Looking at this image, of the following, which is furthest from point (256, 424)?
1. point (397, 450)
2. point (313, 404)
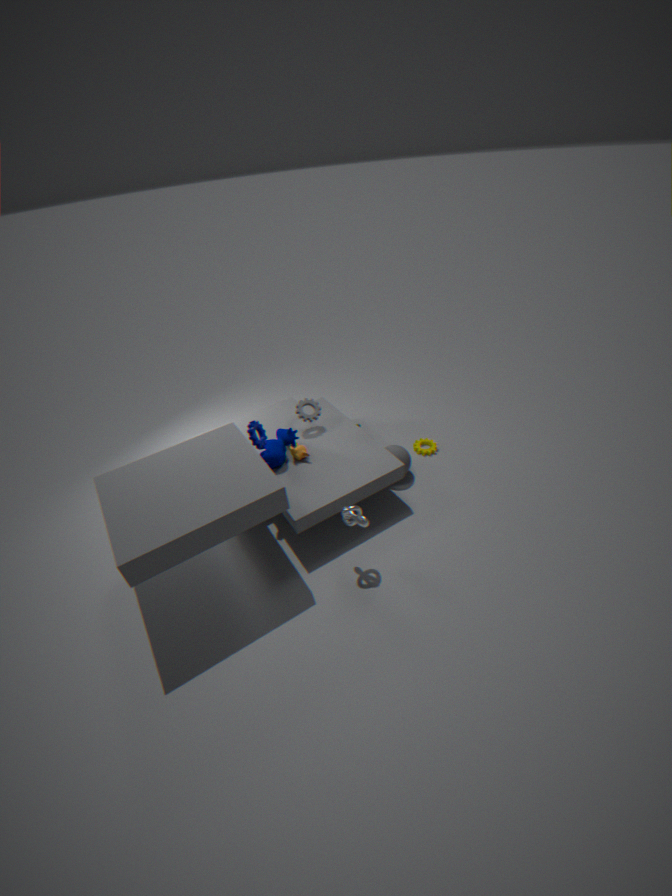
point (397, 450)
